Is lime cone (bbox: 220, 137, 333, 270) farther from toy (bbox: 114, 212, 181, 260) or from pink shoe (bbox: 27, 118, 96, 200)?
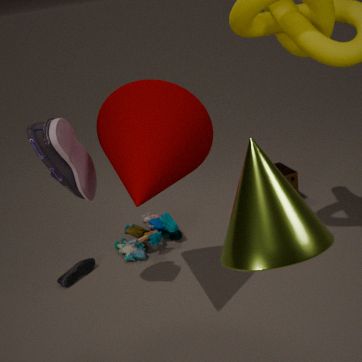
toy (bbox: 114, 212, 181, 260)
